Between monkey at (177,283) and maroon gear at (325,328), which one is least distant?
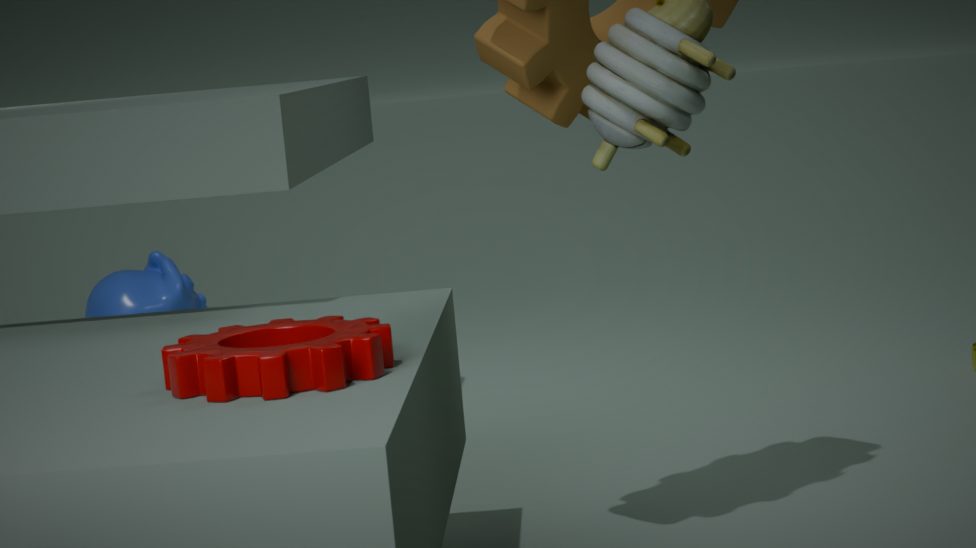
maroon gear at (325,328)
